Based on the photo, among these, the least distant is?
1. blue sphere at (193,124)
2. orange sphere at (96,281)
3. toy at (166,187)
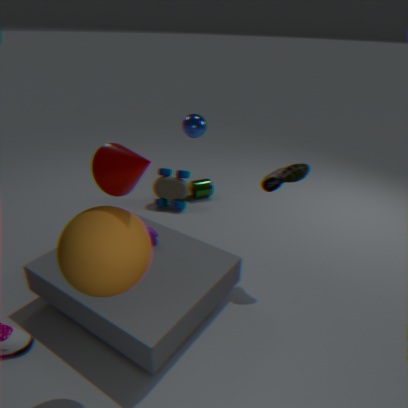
orange sphere at (96,281)
